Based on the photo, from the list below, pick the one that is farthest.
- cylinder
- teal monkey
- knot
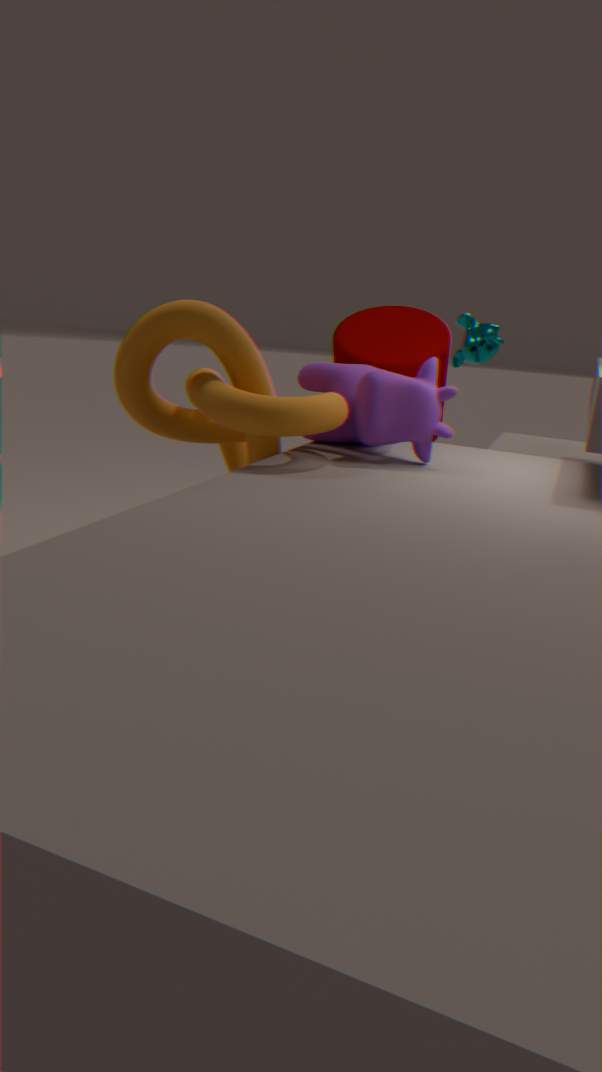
teal monkey
